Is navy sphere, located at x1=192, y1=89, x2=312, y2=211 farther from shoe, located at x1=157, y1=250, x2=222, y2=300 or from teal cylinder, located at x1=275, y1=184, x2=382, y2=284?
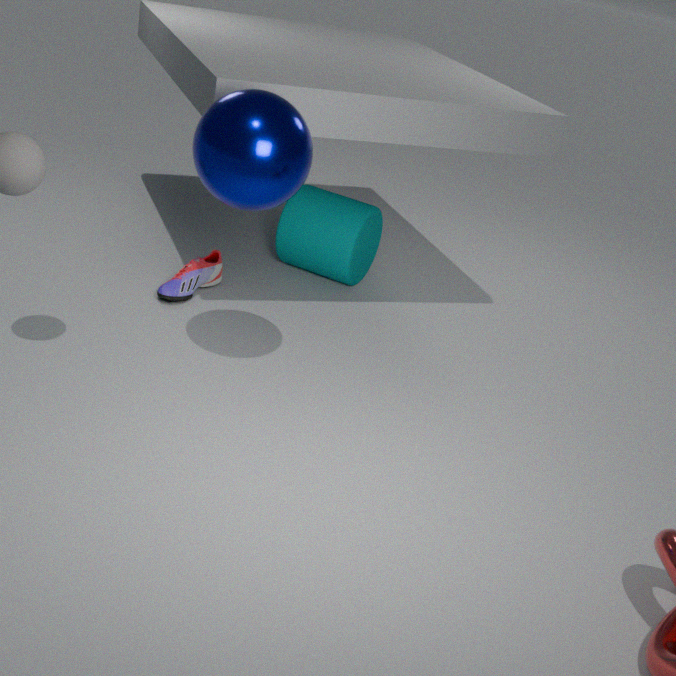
teal cylinder, located at x1=275, y1=184, x2=382, y2=284
